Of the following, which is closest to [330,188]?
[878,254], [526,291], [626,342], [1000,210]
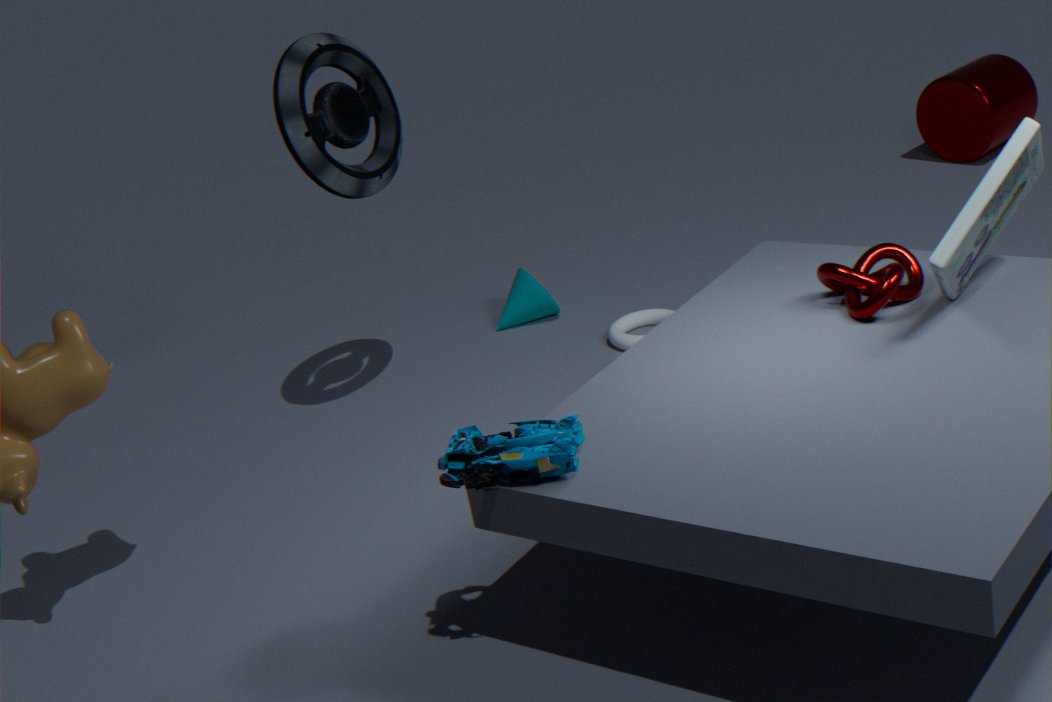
[526,291]
